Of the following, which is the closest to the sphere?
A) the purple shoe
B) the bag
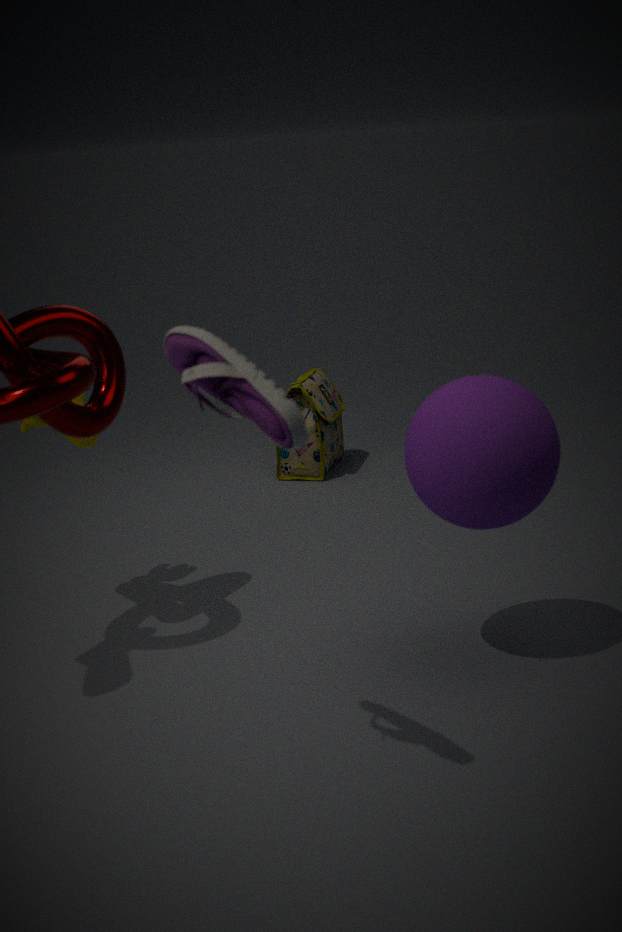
the purple shoe
